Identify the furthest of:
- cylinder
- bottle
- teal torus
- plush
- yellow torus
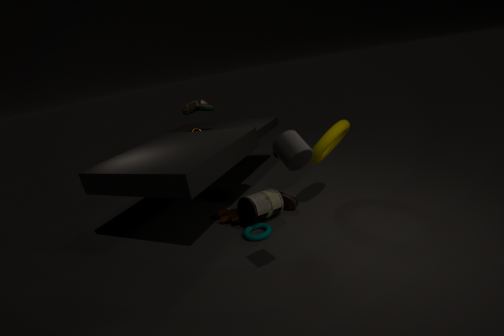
plush
